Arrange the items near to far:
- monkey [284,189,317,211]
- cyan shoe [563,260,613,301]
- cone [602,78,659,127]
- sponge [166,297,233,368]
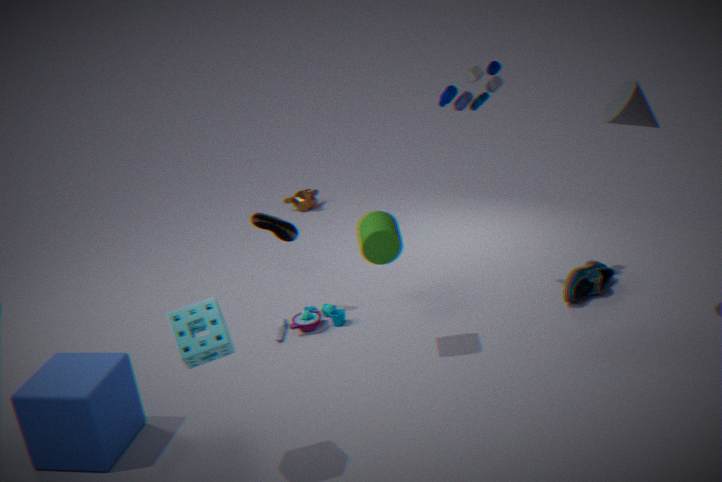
sponge [166,297,233,368] → cone [602,78,659,127] → cyan shoe [563,260,613,301] → monkey [284,189,317,211]
